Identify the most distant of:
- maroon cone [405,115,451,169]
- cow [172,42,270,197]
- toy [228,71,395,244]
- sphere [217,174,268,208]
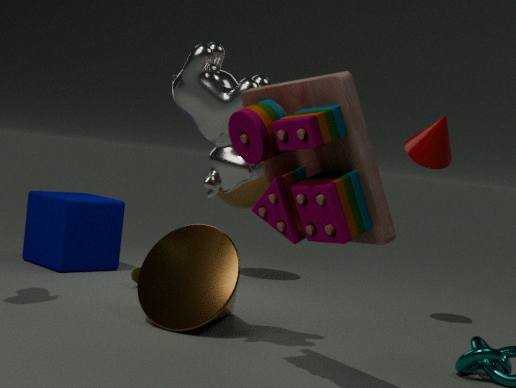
sphere [217,174,268,208]
